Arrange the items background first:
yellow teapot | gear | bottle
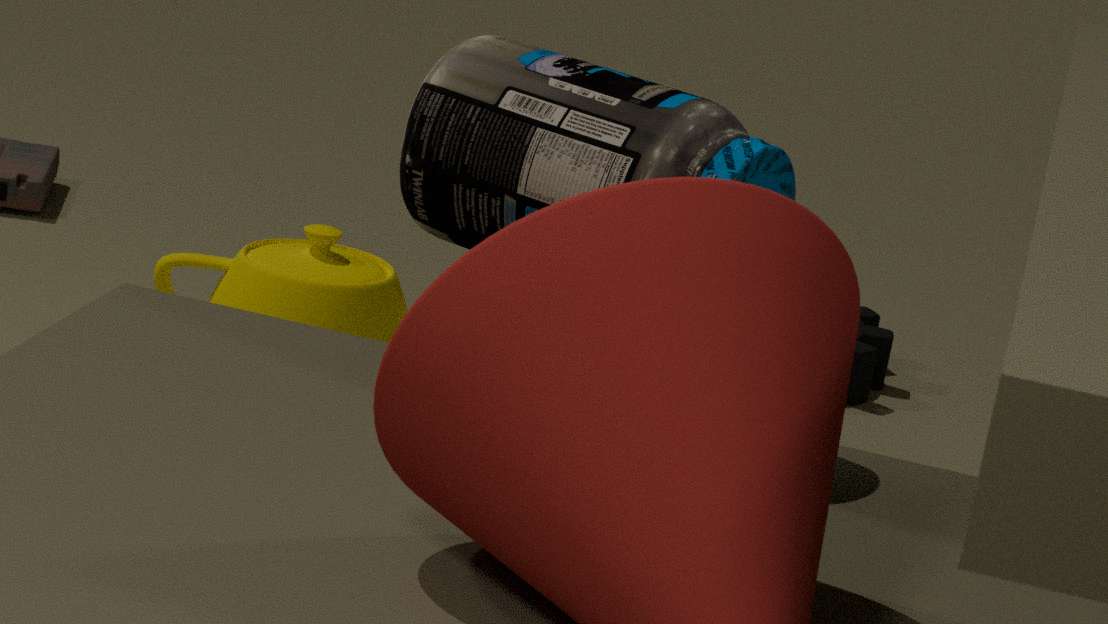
gear < yellow teapot < bottle
